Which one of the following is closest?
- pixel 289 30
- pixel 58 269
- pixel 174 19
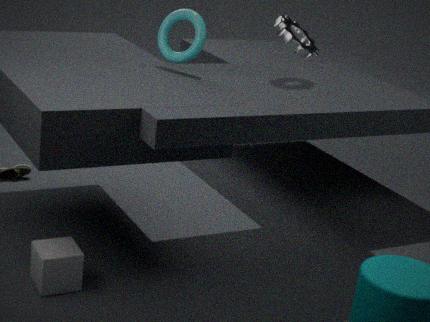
pixel 58 269
